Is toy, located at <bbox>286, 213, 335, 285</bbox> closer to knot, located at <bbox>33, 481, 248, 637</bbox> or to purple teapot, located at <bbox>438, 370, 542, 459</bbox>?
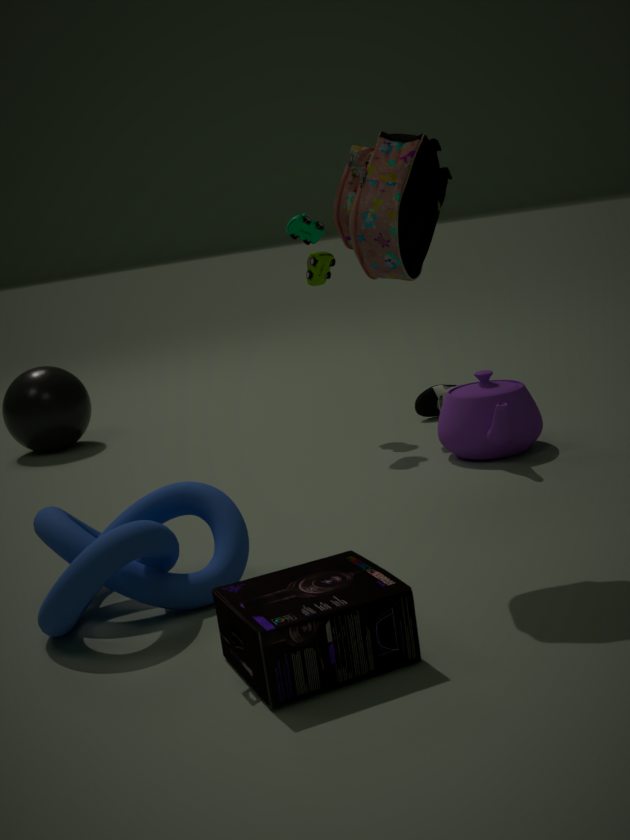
A: purple teapot, located at <bbox>438, 370, 542, 459</bbox>
